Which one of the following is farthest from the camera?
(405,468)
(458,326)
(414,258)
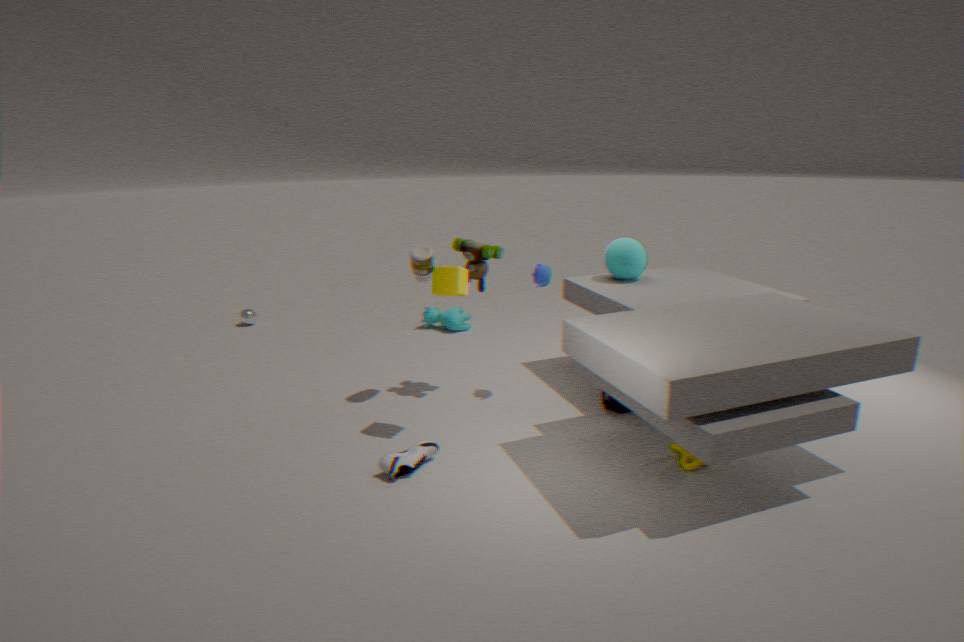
(458,326)
